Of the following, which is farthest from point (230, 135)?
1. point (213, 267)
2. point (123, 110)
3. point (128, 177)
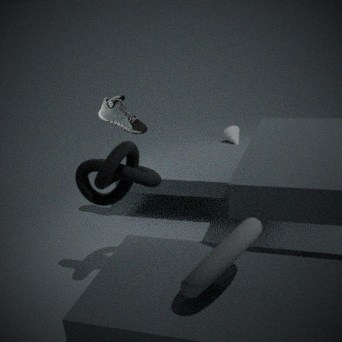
point (213, 267)
